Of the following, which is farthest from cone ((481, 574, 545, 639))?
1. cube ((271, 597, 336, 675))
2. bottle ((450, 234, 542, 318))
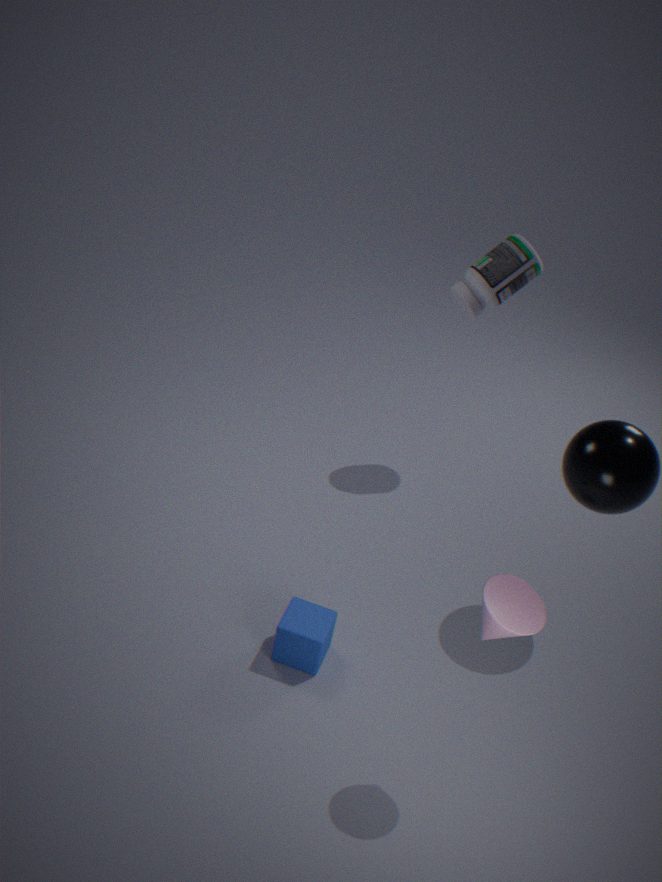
bottle ((450, 234, 542, 318))
